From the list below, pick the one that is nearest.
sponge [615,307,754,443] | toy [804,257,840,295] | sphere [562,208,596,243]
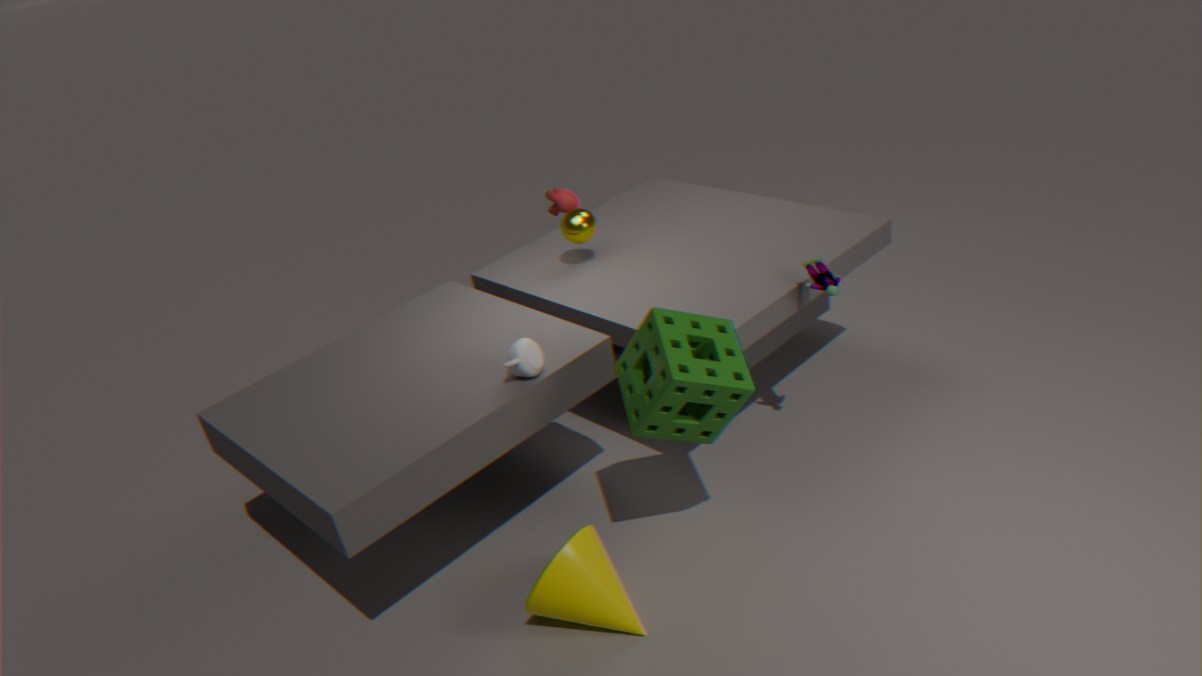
sponge [615,307,754,443]
